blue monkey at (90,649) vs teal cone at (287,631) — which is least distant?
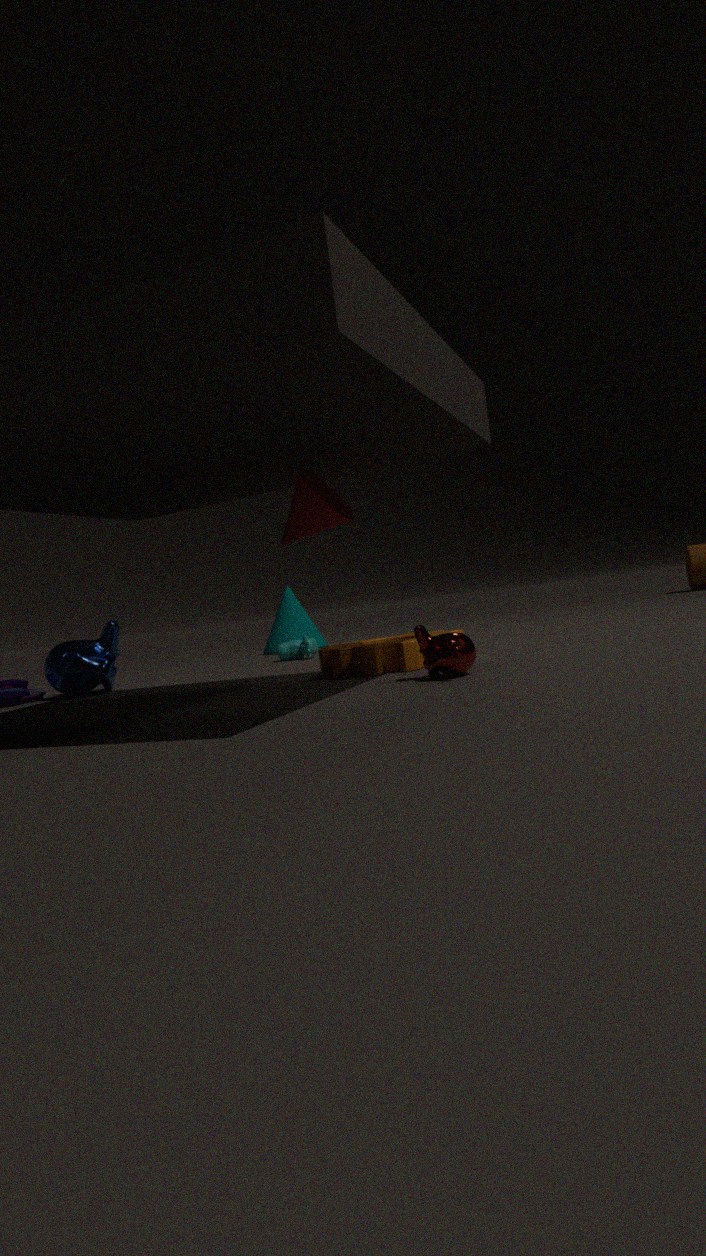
blue monkey at (90,649)
